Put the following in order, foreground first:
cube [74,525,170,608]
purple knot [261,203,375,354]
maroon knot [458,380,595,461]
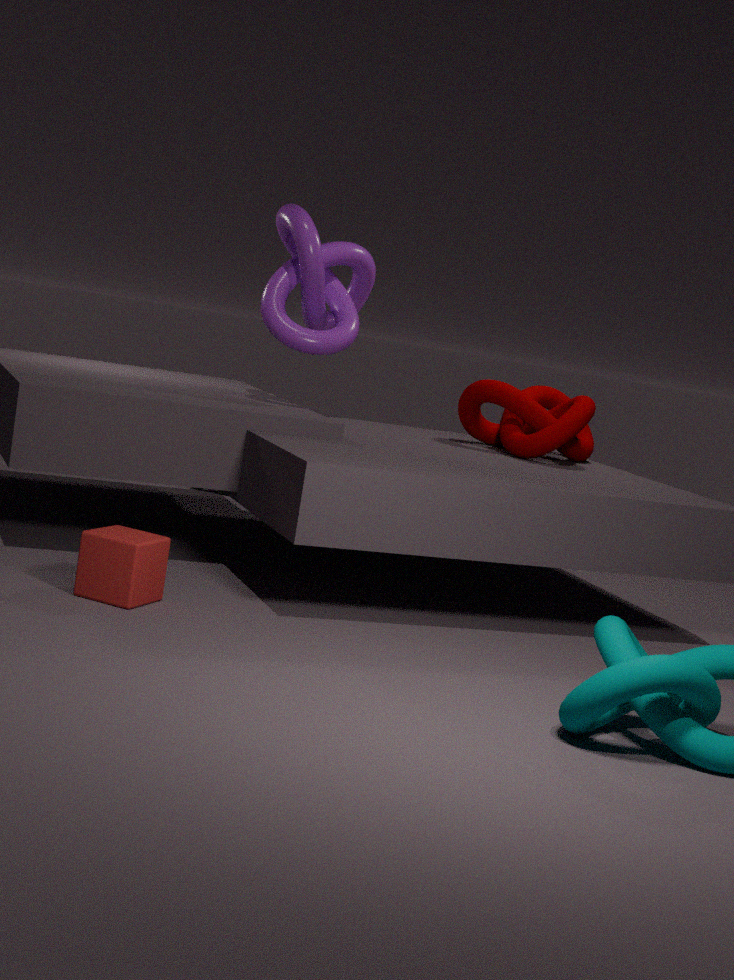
1. cube [74,525,170,608]
2. purple knot [261,203,375,354]
3. maroon knot [458,380,595,461]
